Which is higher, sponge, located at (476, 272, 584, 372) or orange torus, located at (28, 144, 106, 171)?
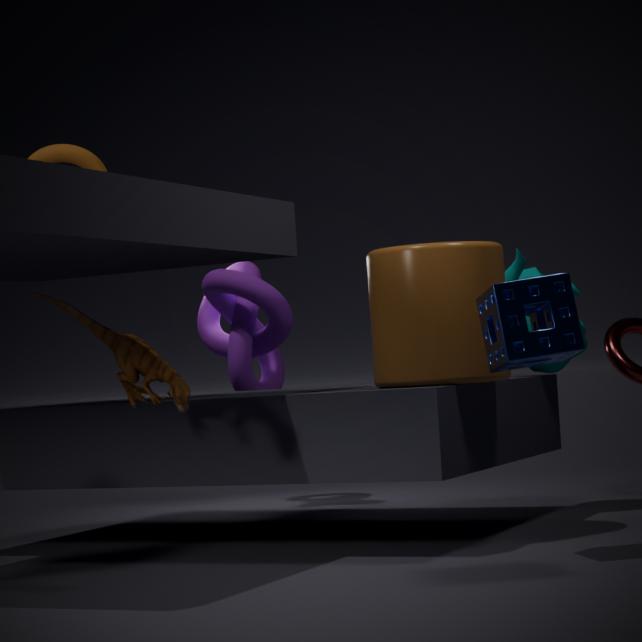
orange torus, located at (28, 144, 106, 171)
